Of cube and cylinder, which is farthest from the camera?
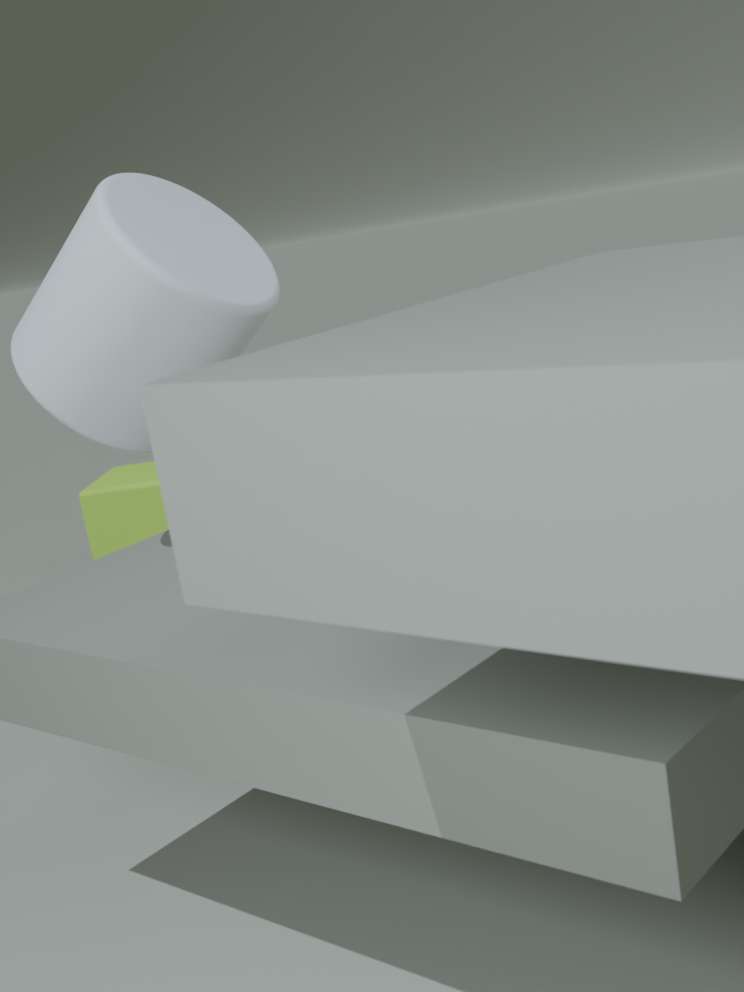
cube
